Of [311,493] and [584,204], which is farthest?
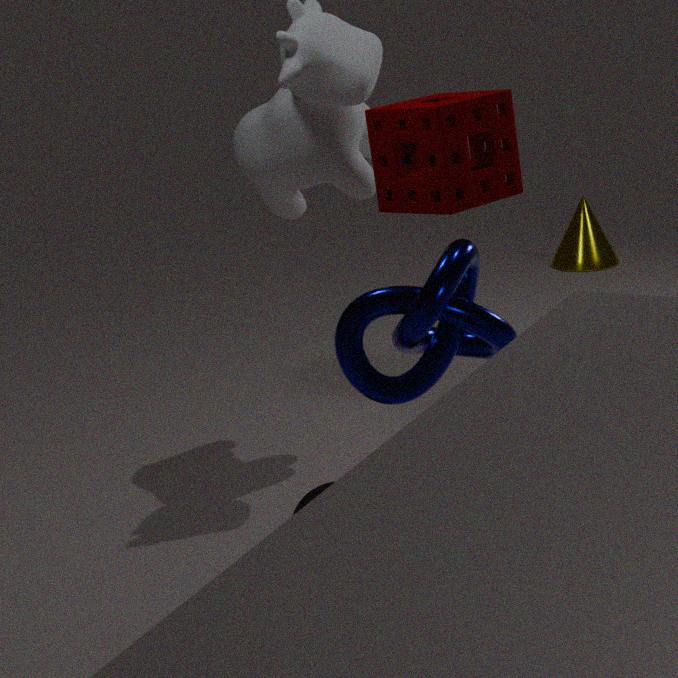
[584,204]
